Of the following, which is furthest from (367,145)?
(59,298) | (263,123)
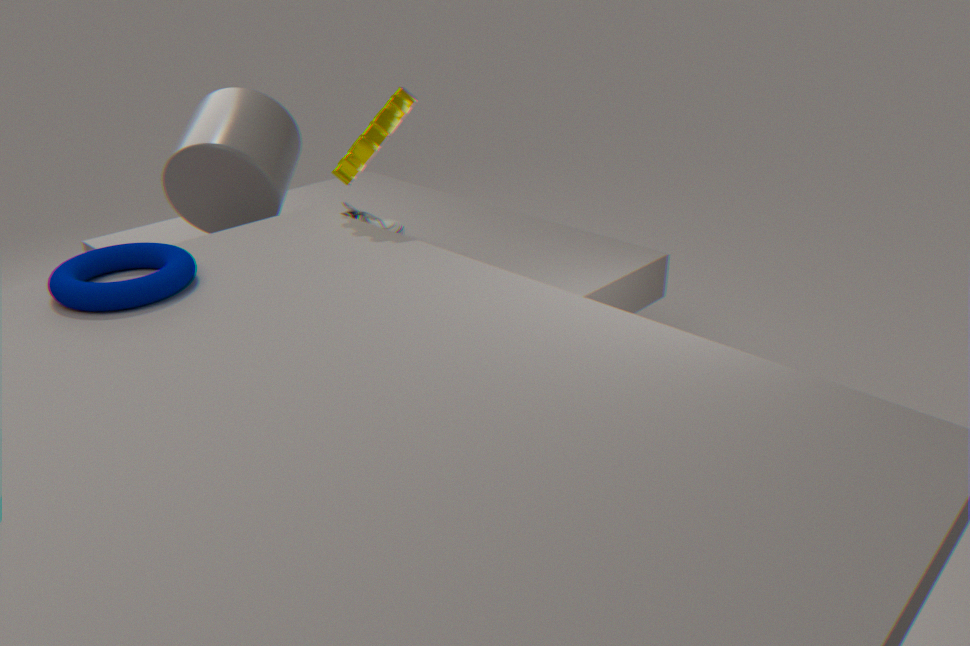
(263,123)
